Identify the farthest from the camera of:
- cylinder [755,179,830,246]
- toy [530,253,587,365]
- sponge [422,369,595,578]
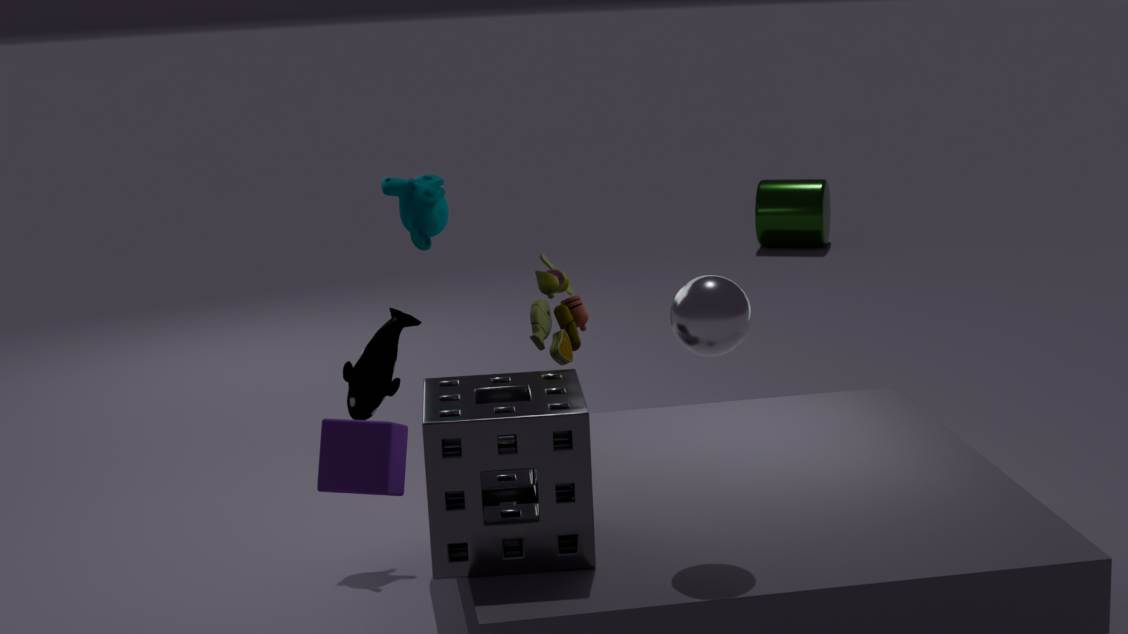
cylinder [755,179,830,246]
